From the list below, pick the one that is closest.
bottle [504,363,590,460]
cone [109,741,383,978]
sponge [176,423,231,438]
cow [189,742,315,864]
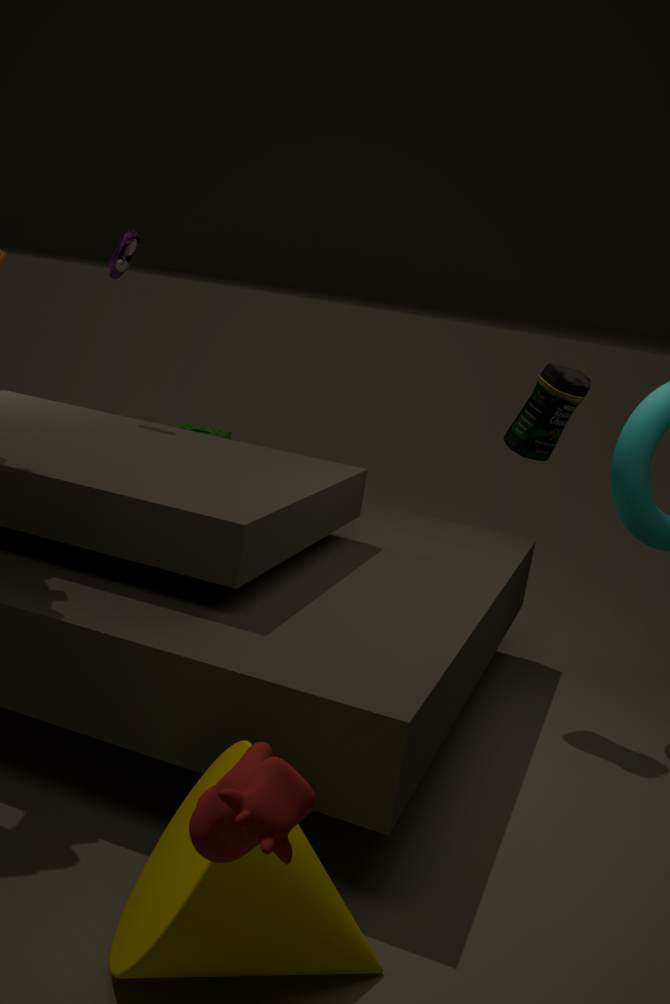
cow [189,742,315,864]
